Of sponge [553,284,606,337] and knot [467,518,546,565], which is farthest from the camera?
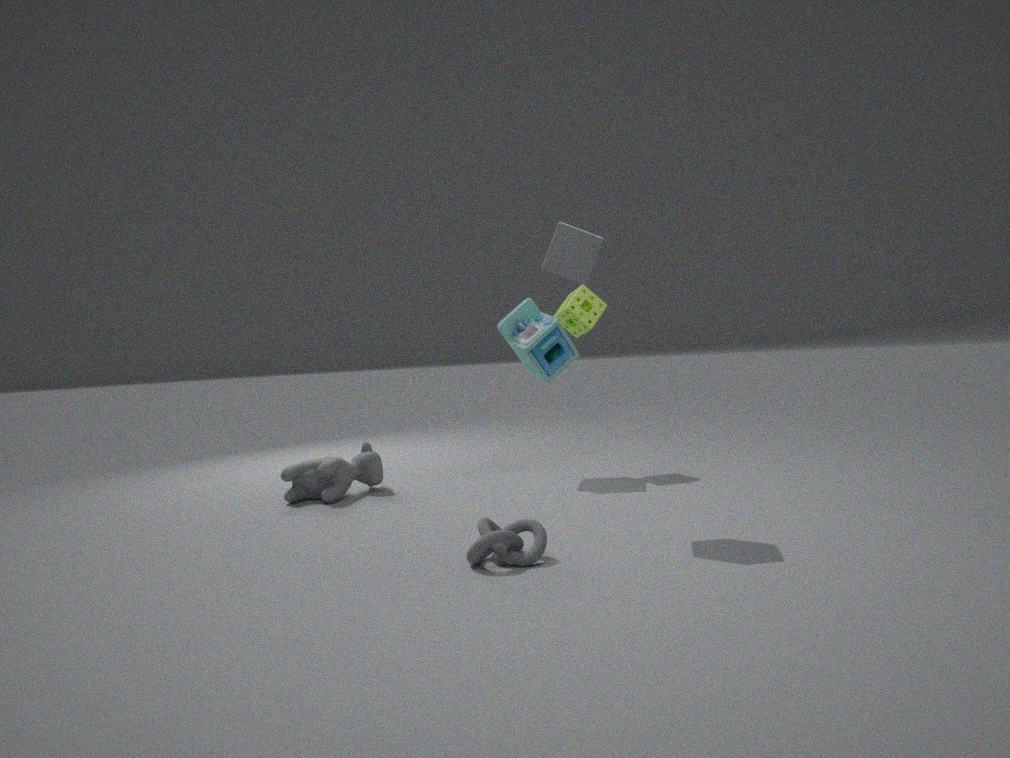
sponge [553,284,606,337]
